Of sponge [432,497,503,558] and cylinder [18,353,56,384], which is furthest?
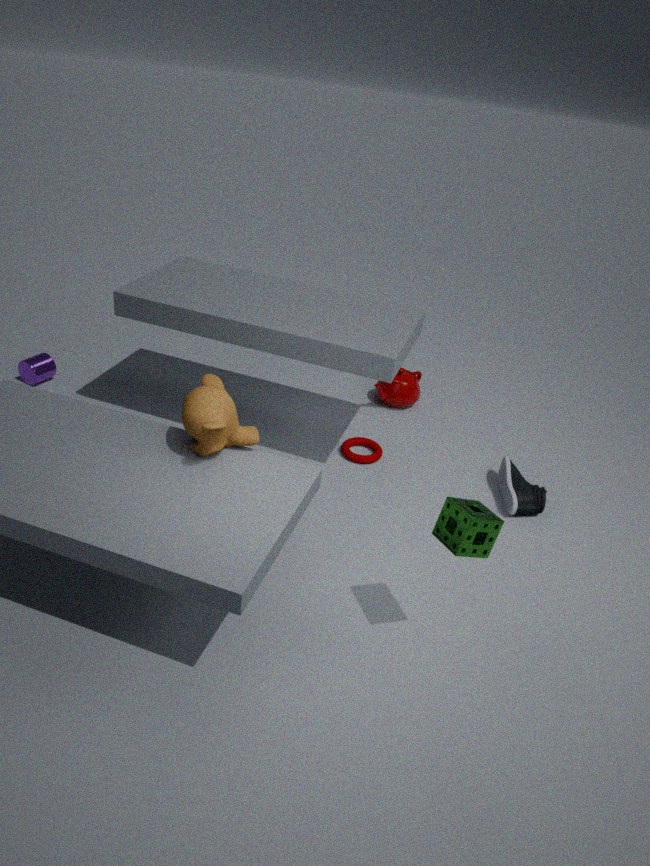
cylinder [18,353,56,384]
